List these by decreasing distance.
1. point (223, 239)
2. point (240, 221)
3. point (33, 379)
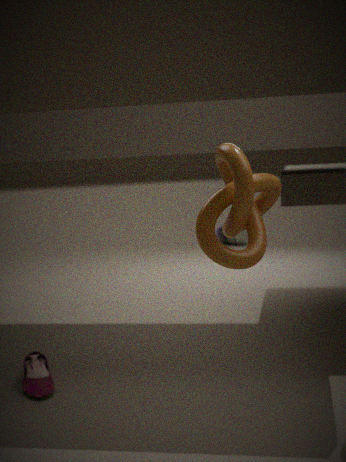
point (223, 239) → point (33, 379) → point (240, 221)
